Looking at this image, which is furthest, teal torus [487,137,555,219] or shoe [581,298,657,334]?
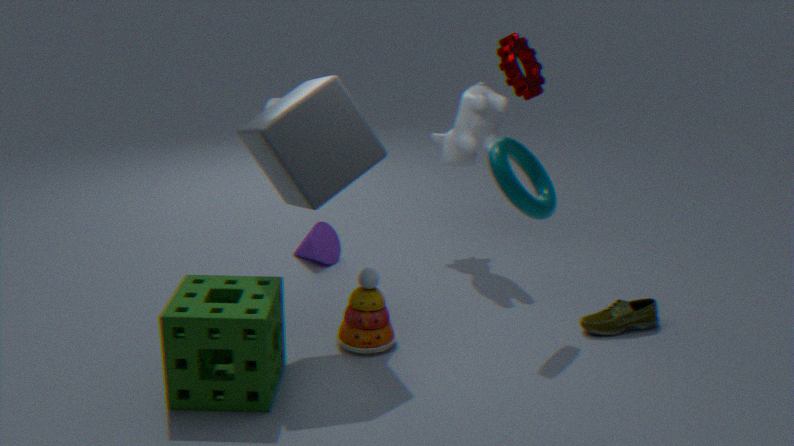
shoe [581,298,657,334]
